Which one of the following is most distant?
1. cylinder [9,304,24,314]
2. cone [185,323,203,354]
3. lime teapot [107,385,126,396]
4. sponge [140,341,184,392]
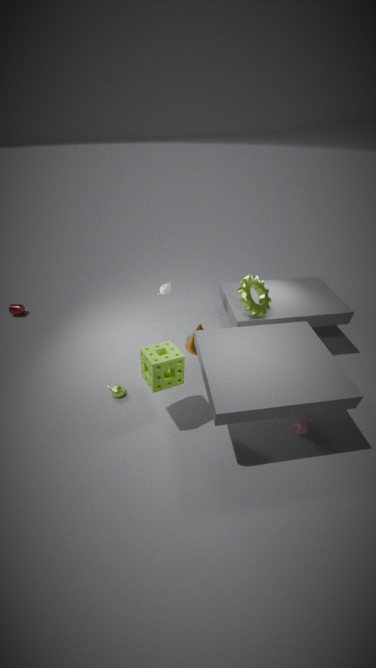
cylinder [9,304,24,314]
